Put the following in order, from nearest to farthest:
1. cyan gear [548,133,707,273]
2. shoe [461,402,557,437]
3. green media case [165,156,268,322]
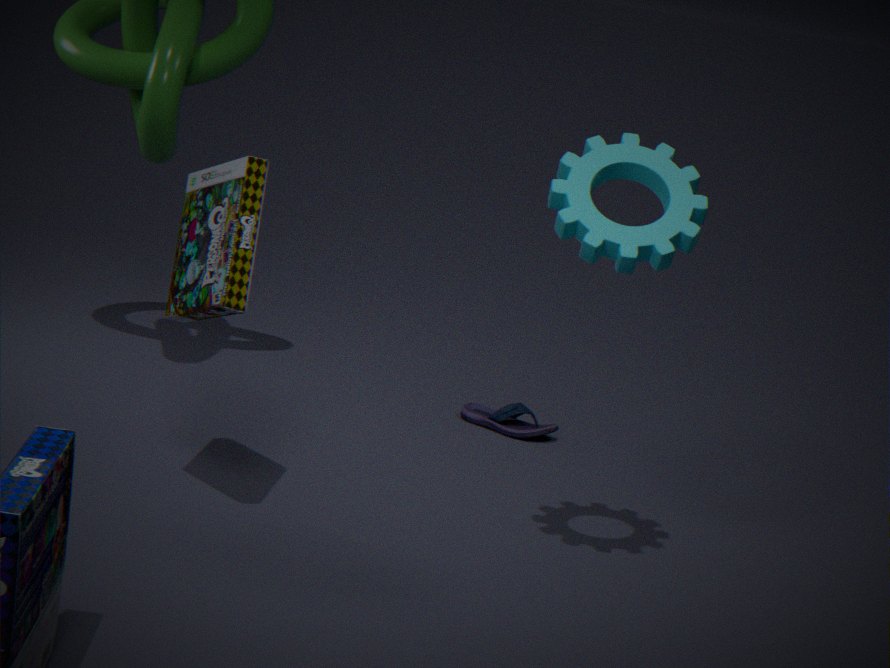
cyan gear [548,133,707,273] < green media case [165,156,268,322] < shoe [461,402,557,437]
